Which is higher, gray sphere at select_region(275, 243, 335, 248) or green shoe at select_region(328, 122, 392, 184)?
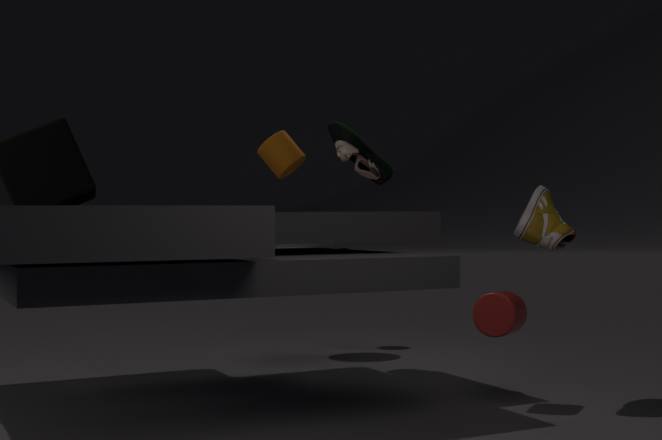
green shoe at select_region(328, 122, 392, 184)
